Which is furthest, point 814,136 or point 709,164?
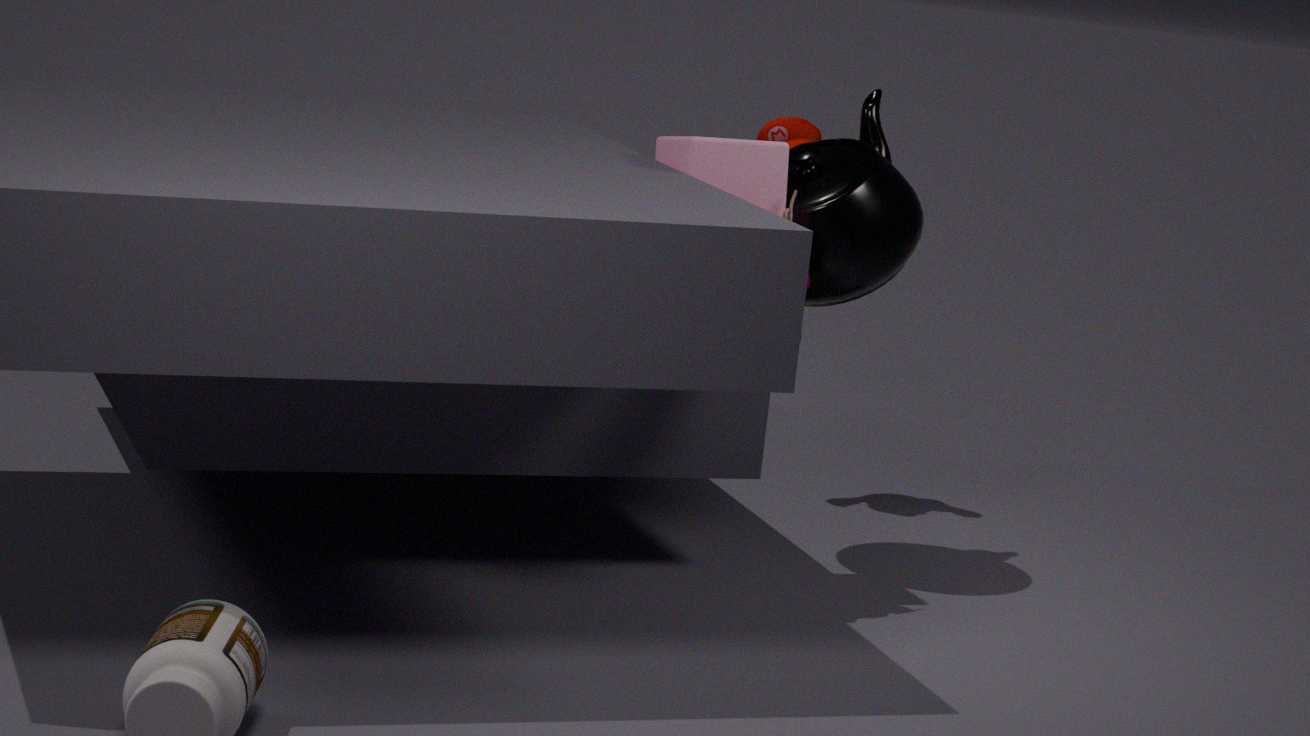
point 814,136
